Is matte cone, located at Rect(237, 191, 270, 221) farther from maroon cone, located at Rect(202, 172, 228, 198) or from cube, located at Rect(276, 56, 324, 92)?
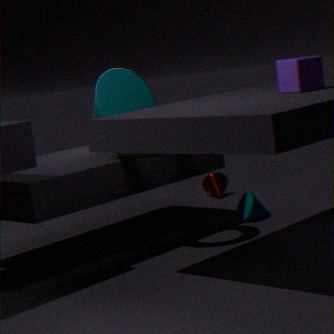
cube, located at Rect(276, 56, 324, 92)
